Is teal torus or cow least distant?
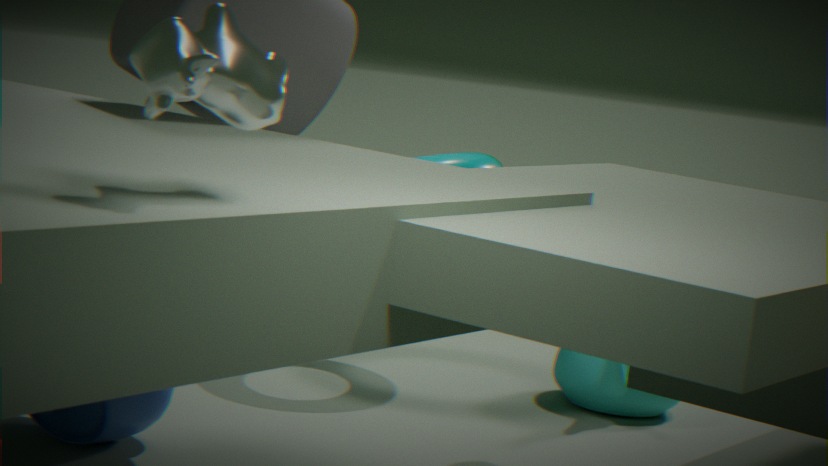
cow
